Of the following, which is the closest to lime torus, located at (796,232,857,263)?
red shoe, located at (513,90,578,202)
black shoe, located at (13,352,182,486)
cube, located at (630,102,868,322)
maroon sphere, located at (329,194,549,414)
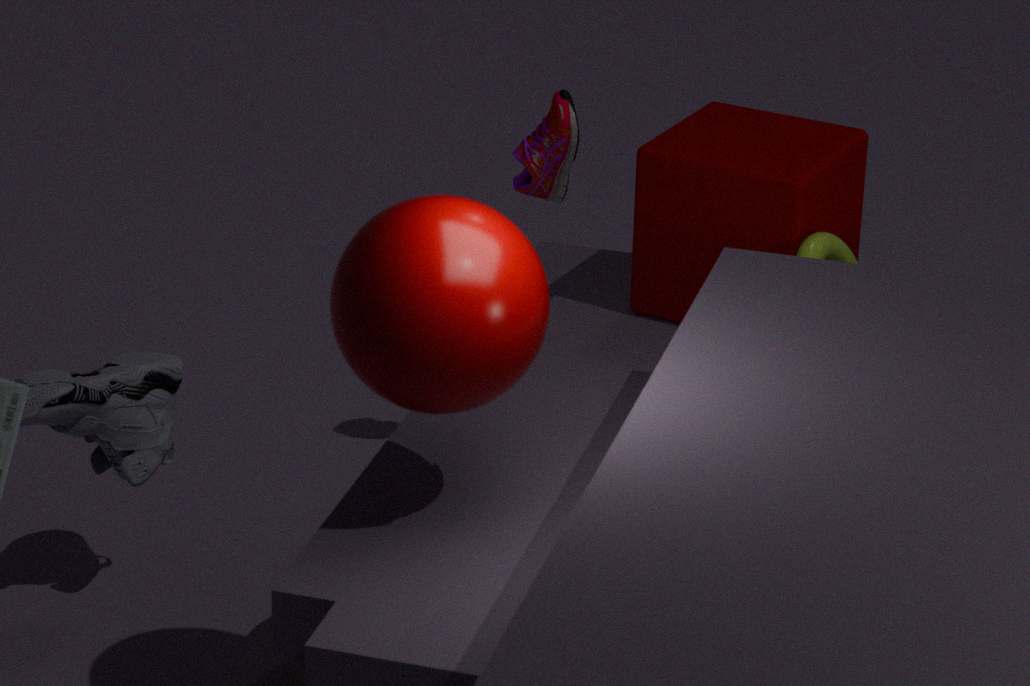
cube, located at (630,102,868,322)
